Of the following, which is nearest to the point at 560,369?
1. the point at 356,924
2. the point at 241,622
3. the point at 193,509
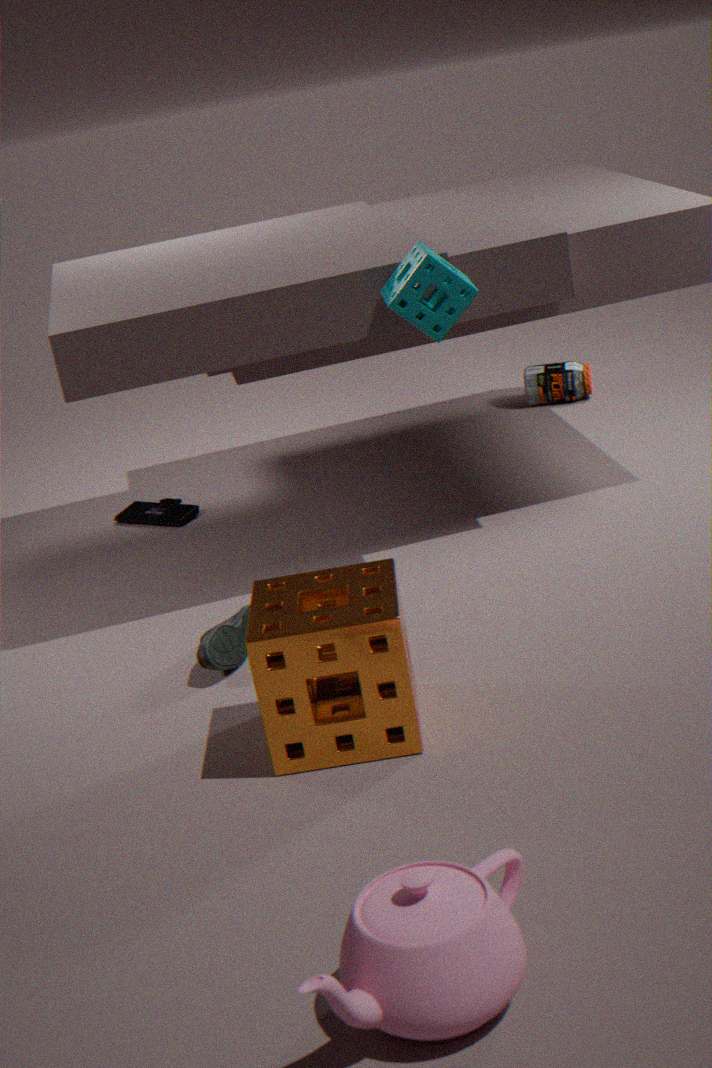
the point at 193,509
